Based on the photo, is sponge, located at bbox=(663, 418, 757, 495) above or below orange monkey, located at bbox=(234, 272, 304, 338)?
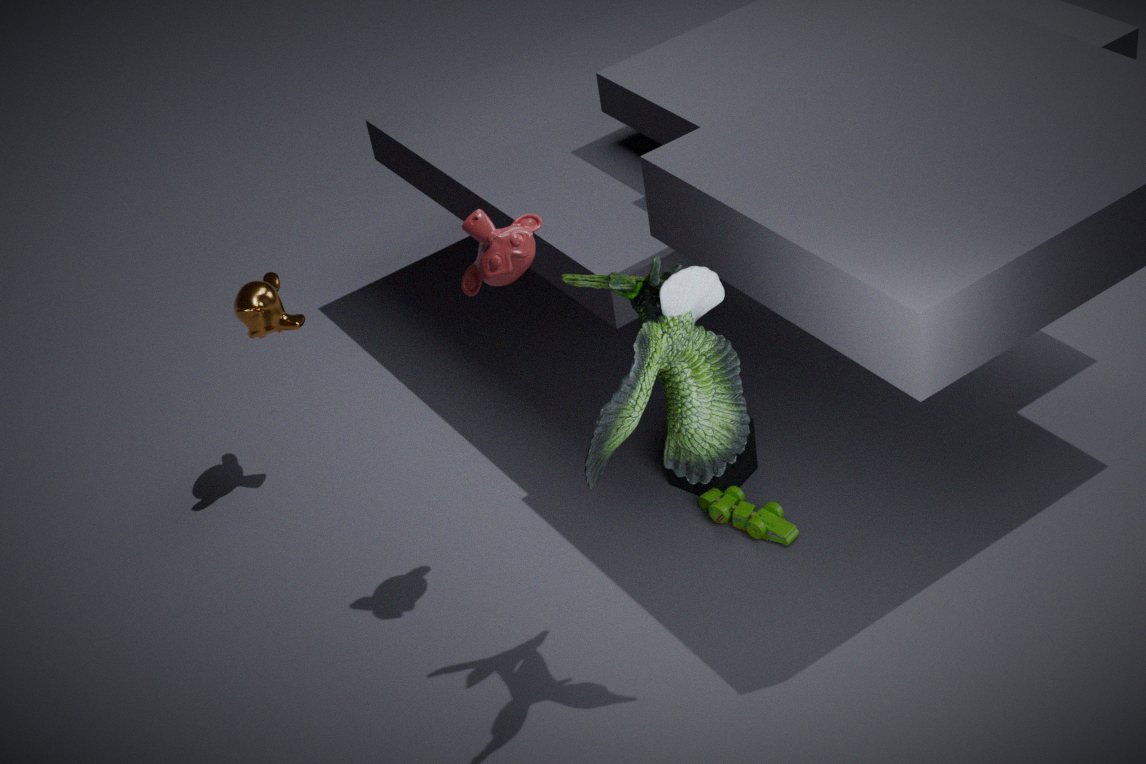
below
